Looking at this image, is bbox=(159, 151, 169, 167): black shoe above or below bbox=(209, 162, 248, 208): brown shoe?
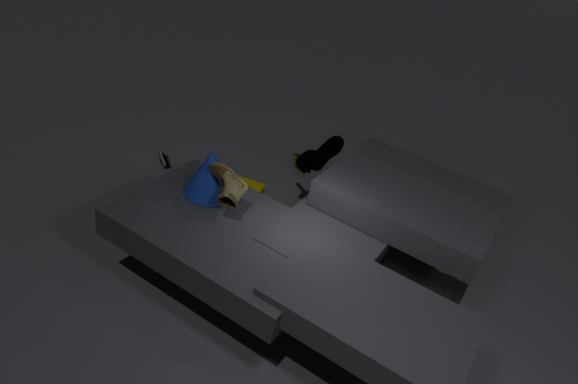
below
